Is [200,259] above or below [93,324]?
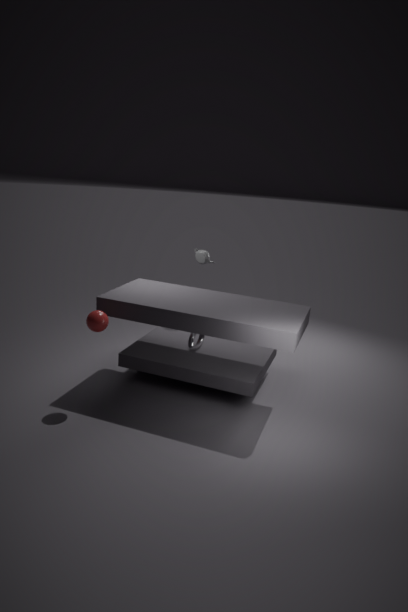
above
